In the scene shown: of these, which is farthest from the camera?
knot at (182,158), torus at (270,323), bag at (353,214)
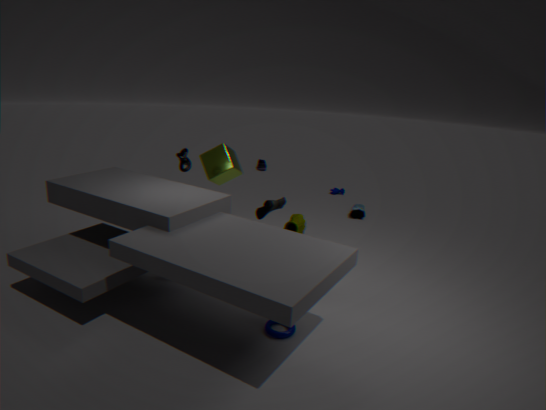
bag at (353,214)
